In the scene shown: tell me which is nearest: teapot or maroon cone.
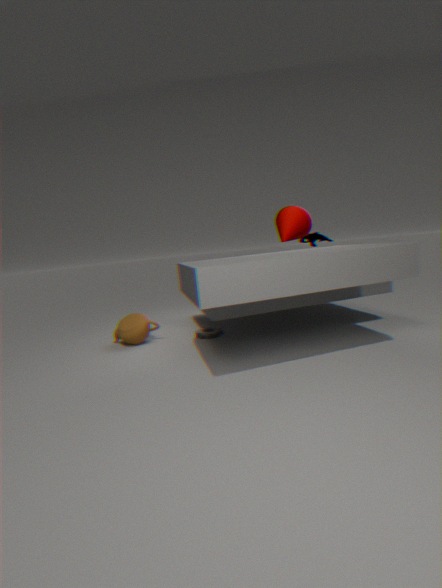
teapot
